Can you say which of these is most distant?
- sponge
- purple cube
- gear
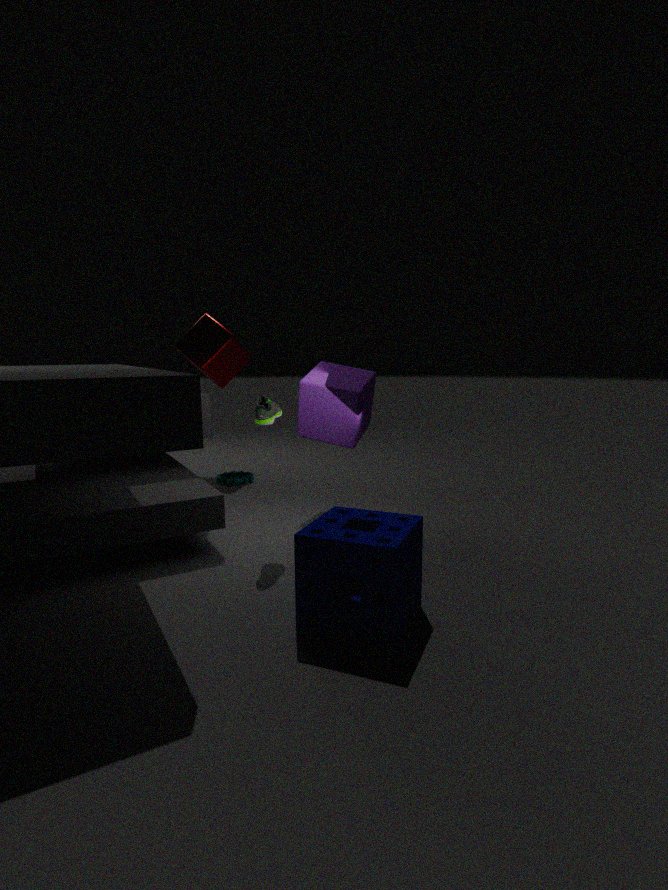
gear
